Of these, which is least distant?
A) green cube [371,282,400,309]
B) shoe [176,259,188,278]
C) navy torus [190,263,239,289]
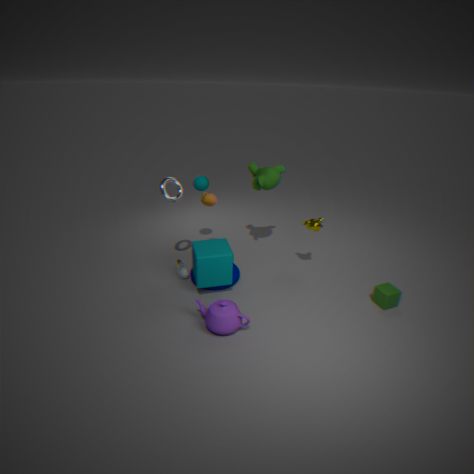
green cube [371,282,400,309]
